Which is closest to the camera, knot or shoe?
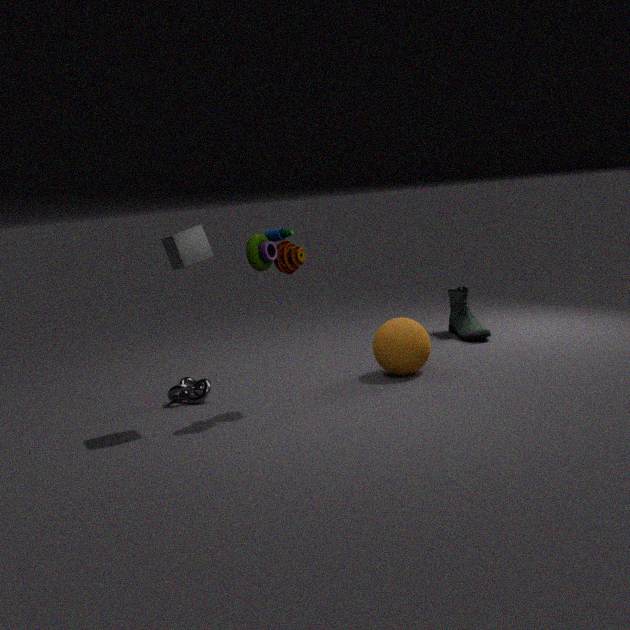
knot
